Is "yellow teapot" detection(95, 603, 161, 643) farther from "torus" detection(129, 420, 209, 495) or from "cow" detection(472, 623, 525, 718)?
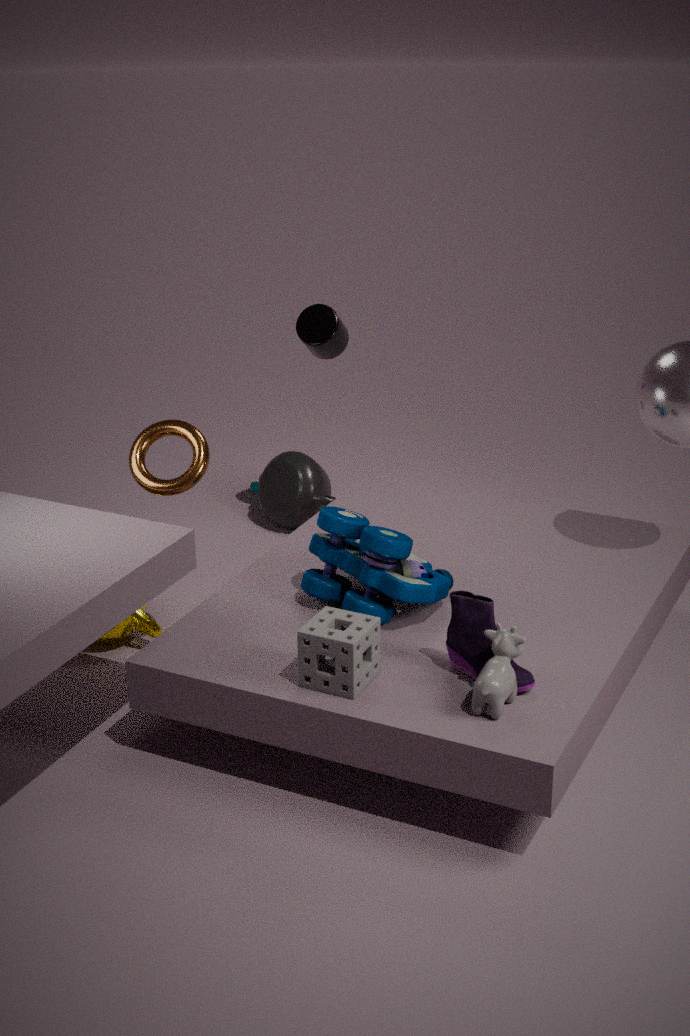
"cow" detection(472, 623, 525, 718)
